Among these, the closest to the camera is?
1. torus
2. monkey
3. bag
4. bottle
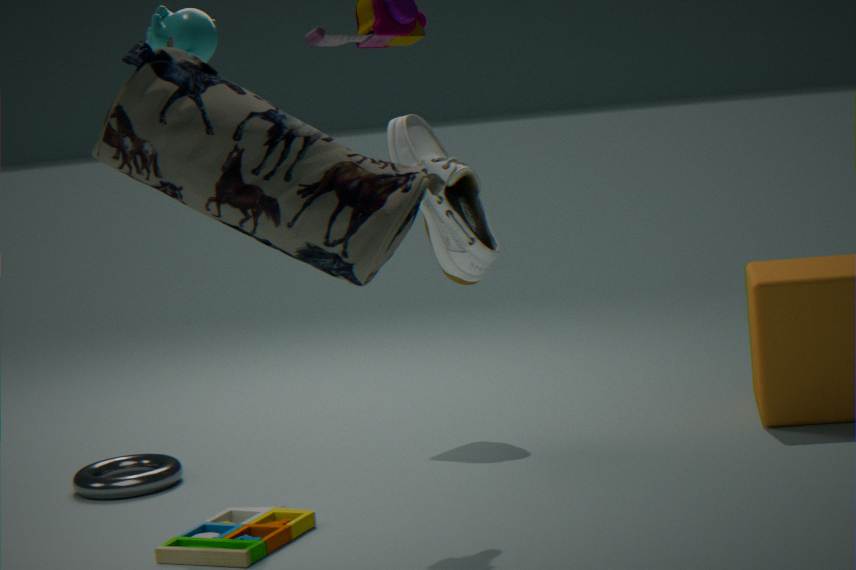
bag
